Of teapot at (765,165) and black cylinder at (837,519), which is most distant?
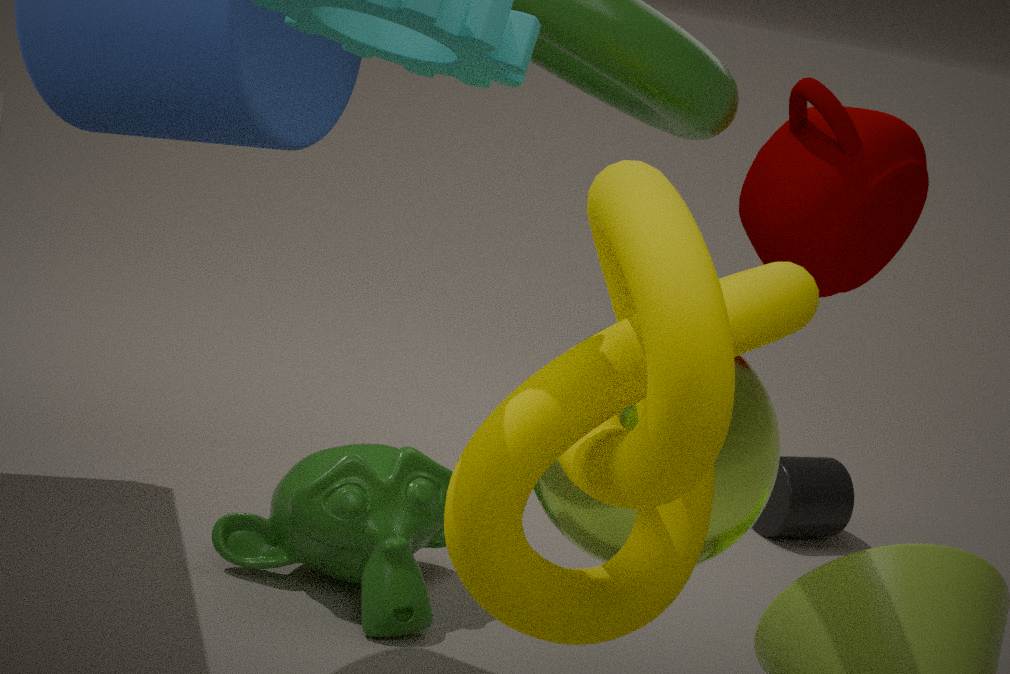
black cylinder at (837,519)
